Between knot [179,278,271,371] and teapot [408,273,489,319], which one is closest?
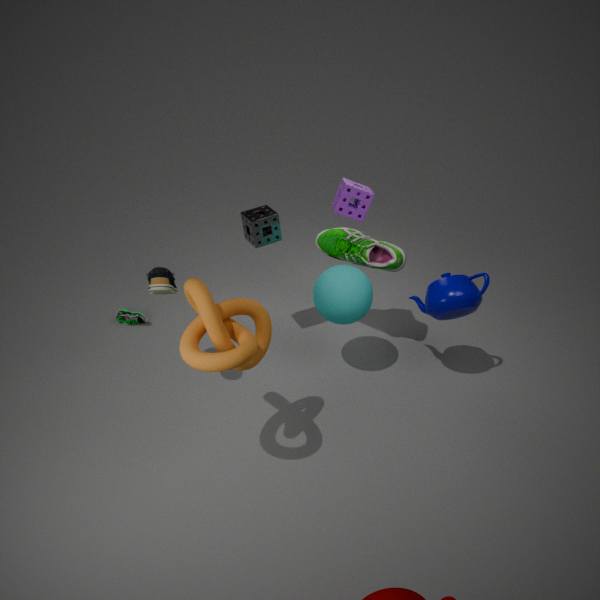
knot [179,278,271,371]
